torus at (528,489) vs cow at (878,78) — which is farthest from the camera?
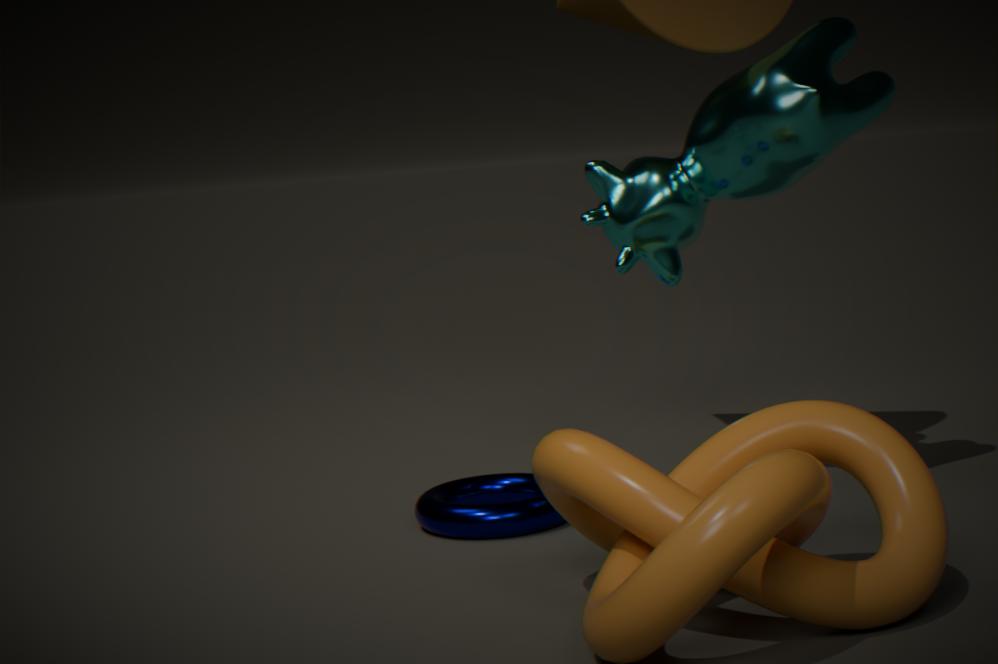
torus at (528,489)
